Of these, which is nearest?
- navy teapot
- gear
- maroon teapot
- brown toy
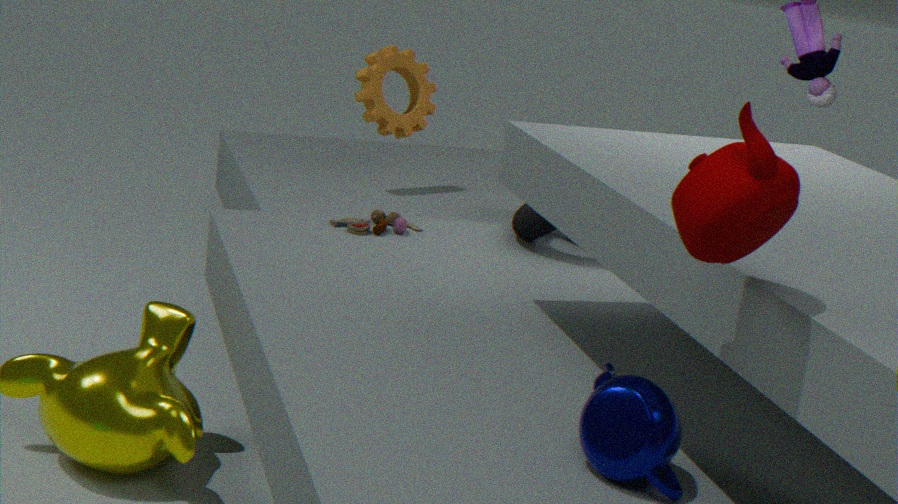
maroon teapot
